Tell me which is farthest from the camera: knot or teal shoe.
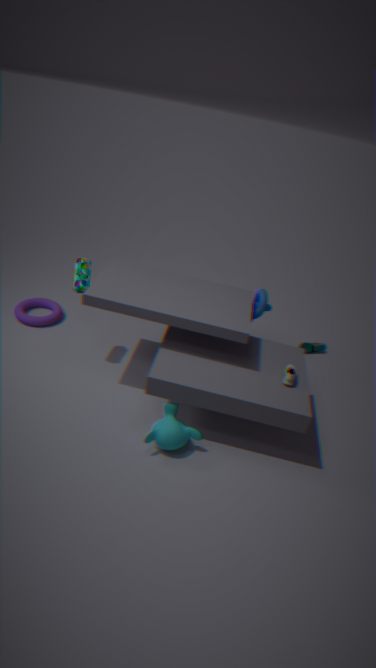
teal shoe
